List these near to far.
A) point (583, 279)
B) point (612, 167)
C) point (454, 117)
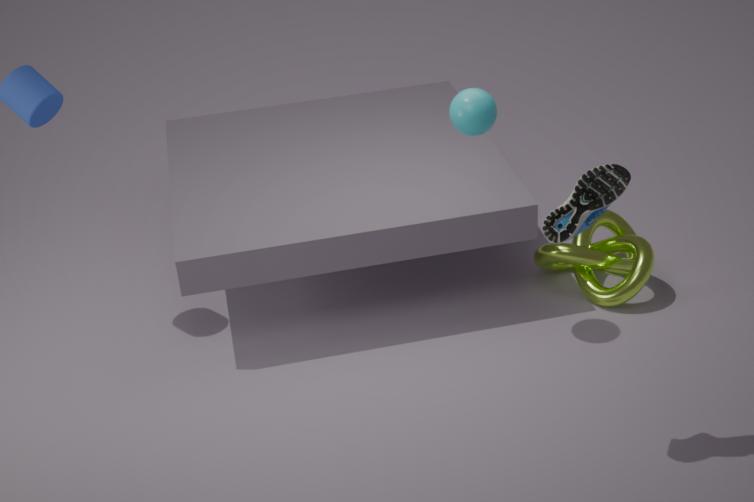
point (612, 167) → point (454, 117) → point (583, 279)
